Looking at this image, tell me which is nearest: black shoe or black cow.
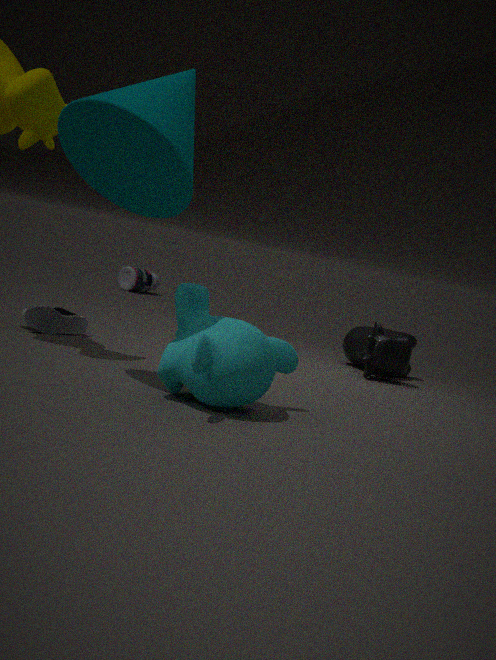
black shoe
